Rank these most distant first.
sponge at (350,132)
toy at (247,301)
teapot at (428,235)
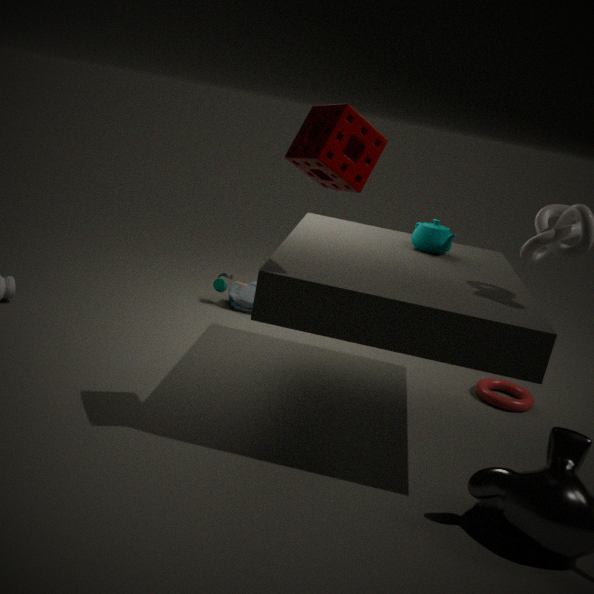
toy at (247,301)
teapot at (428,235)
sponge at (350,132)
